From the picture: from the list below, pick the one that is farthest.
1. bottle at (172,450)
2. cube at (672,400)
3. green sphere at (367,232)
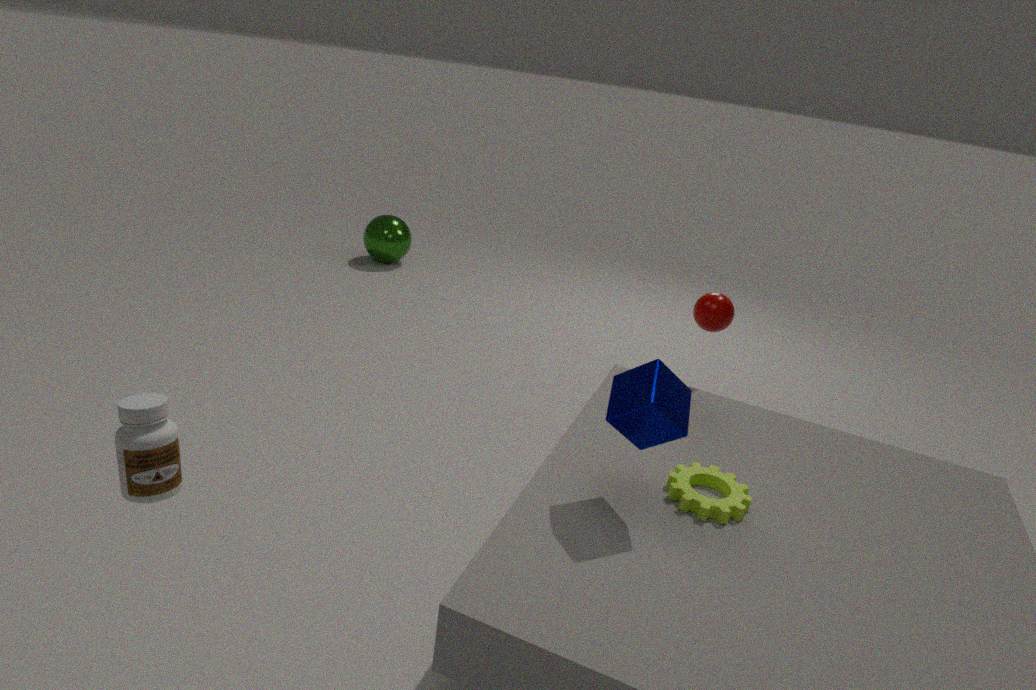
green sphere at (367,232)
